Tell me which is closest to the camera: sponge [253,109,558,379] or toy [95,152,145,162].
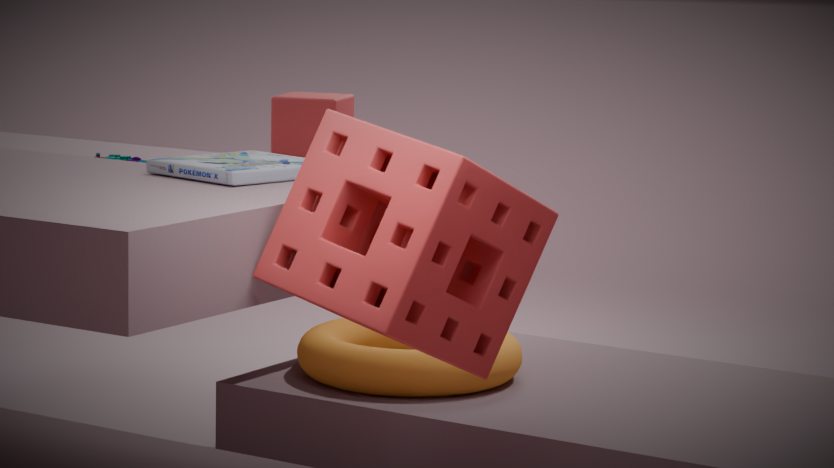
sponge [253,109,558,379]
